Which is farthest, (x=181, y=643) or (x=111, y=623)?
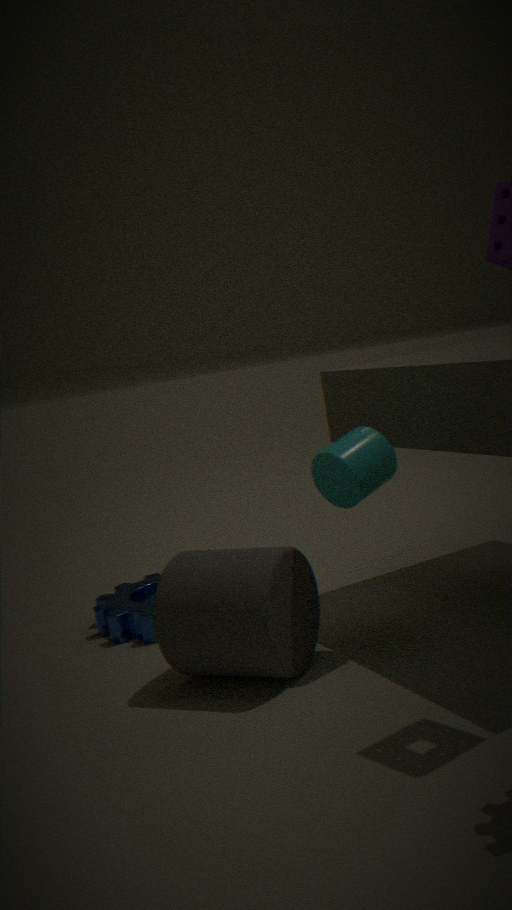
(x=111, y=623)
